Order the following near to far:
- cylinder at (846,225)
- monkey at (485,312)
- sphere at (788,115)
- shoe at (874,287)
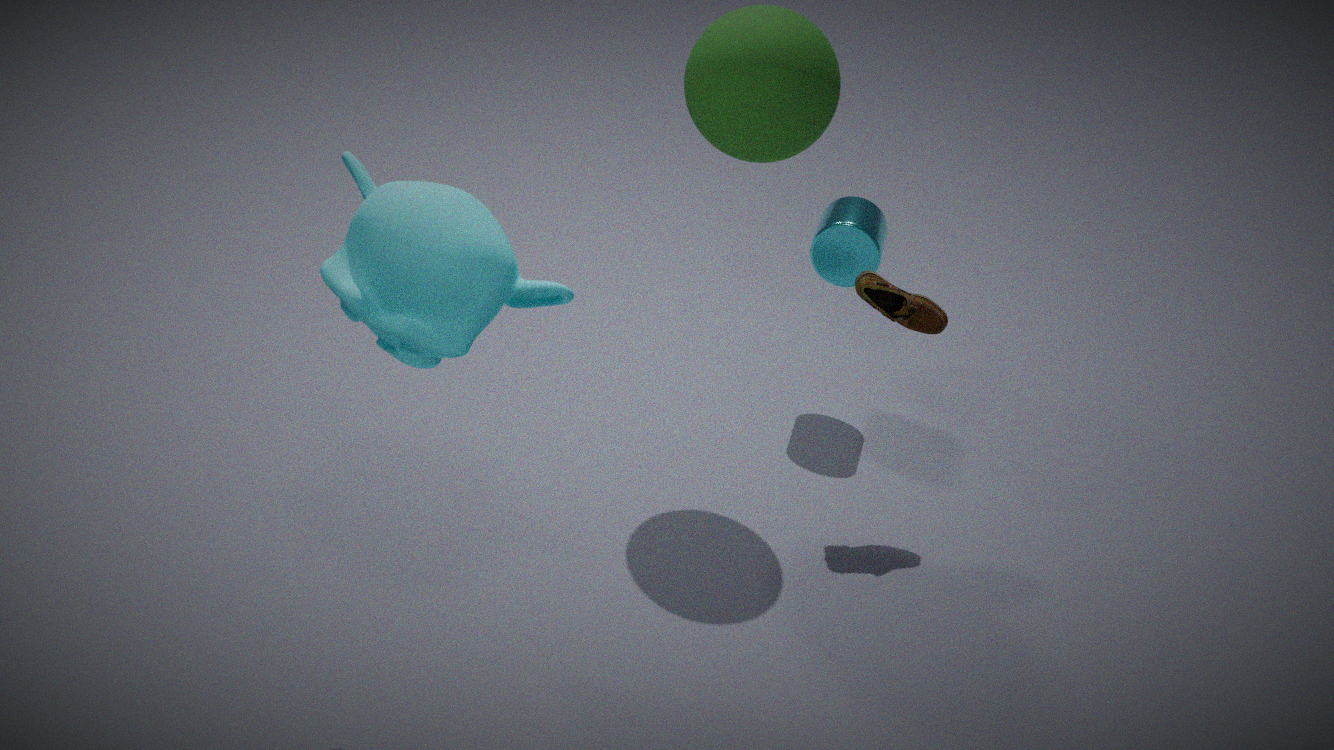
monkey at (485,312) < sphere at (788,115) < shoe at (874,287) < cylinder at (846,225)
